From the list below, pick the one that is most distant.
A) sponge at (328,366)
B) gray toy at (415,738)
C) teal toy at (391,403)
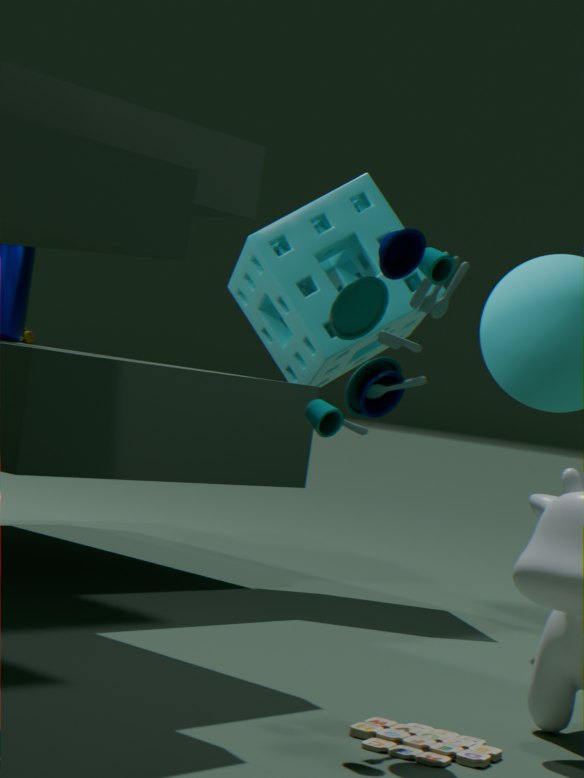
sponge at (328,366)
